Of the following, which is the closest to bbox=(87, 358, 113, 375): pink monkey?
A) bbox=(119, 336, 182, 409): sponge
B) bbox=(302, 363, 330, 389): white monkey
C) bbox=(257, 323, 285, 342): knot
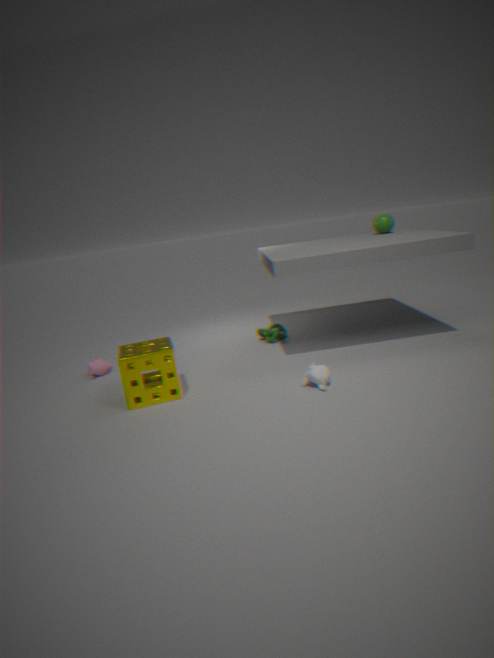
bbox=(119, 336, 182, 409): sponge
